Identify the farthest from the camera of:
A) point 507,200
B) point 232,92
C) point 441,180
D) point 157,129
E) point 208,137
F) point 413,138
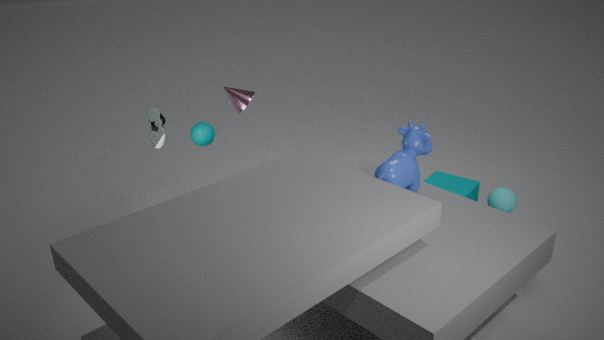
point 232,92
